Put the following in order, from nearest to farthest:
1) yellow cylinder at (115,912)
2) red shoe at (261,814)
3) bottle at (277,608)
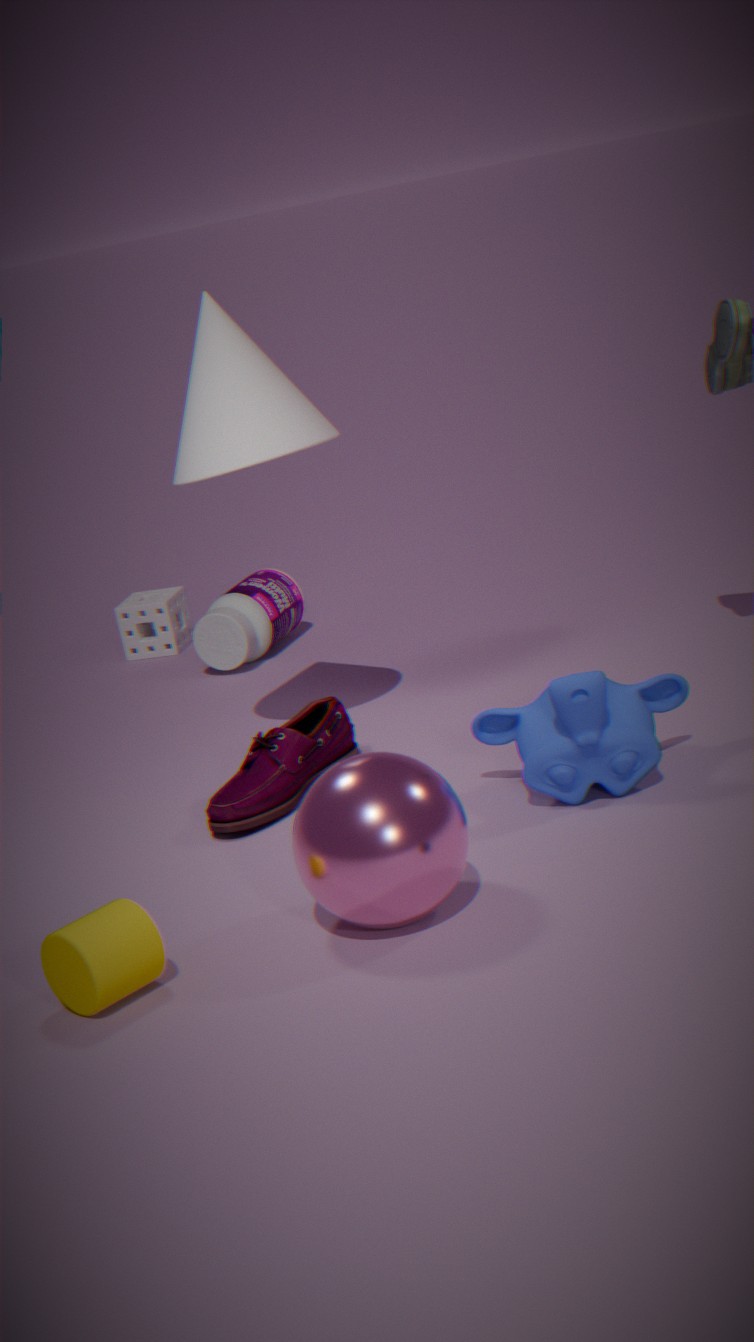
1
2
3
